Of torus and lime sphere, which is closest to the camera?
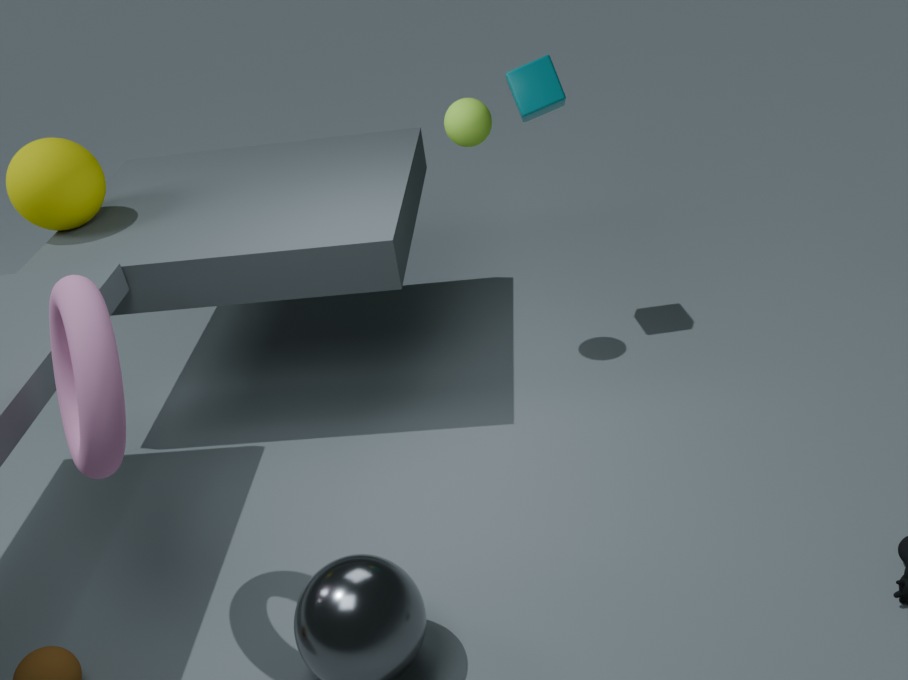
torus
